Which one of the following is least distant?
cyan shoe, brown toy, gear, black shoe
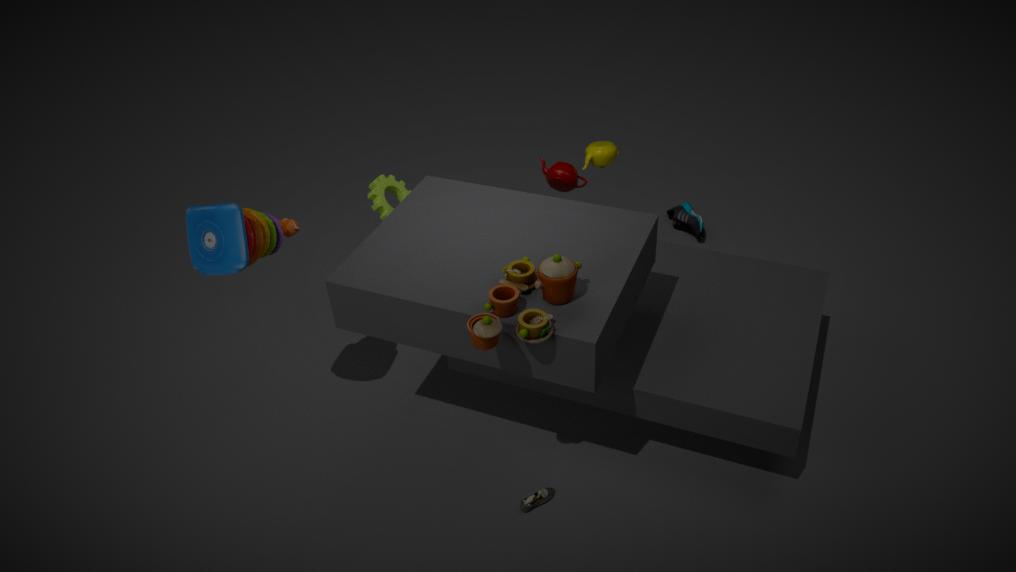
brown toy
